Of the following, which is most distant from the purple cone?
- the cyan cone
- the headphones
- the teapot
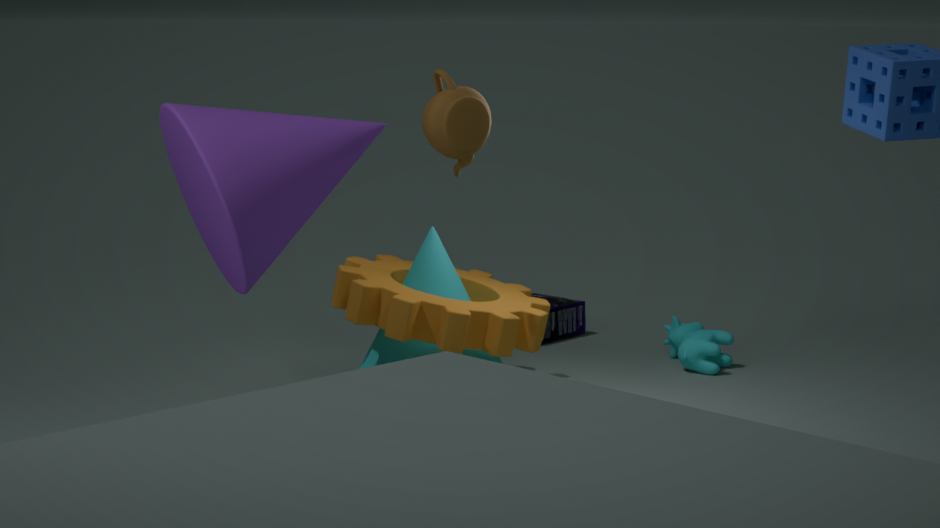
the headphones
